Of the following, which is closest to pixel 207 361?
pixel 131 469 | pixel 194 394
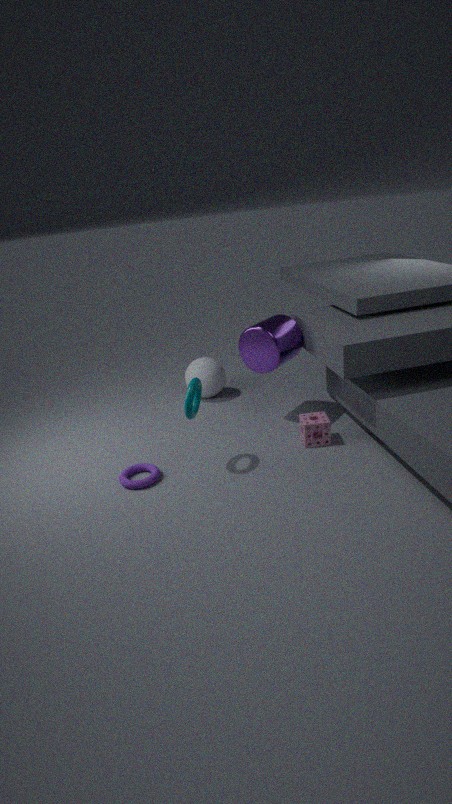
pixel 194 394
